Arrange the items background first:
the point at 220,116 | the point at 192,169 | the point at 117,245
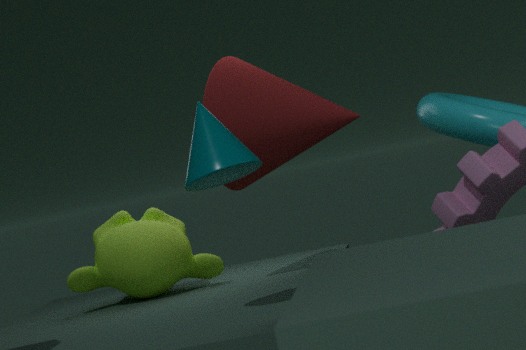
the point at 117,245, the point at 220,116, the point at 192,169
